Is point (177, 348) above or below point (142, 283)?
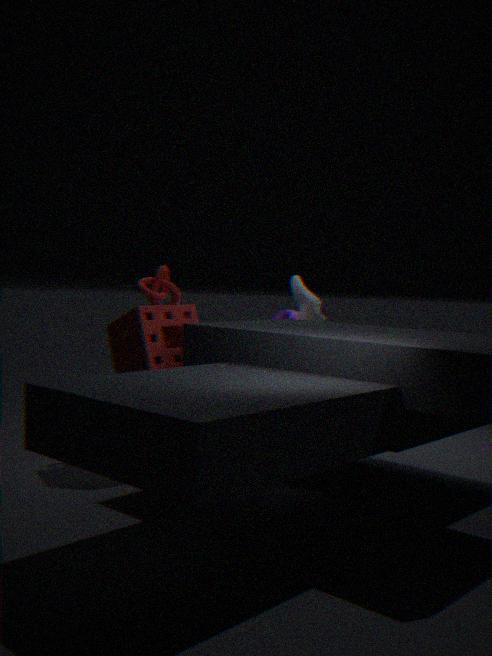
below
